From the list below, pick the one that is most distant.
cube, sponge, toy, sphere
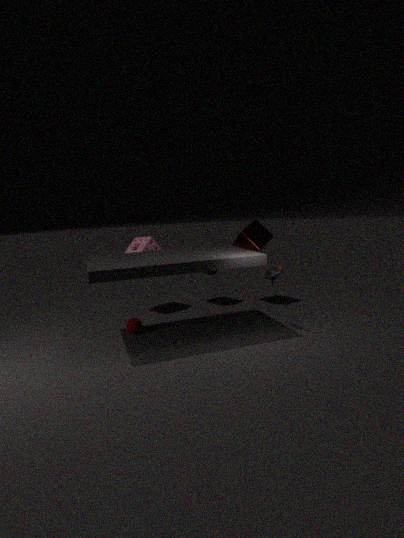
cube
